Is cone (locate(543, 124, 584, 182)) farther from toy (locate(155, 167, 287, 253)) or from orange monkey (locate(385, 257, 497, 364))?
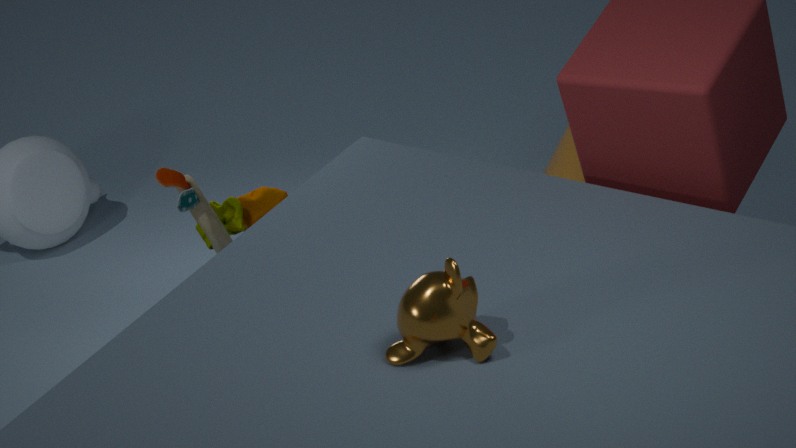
orange monkey (locate(385, 257, 497, 364))
